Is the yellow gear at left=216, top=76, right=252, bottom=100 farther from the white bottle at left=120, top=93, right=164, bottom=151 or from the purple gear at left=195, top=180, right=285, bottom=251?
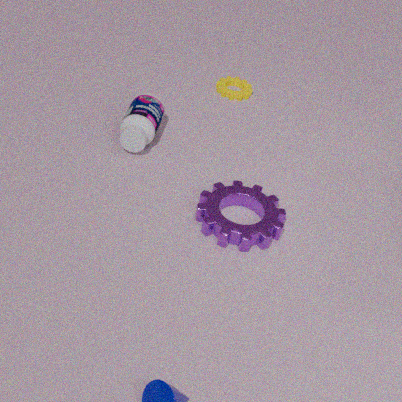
the purple gear at left=195, top=180, right=285, bottom=251
